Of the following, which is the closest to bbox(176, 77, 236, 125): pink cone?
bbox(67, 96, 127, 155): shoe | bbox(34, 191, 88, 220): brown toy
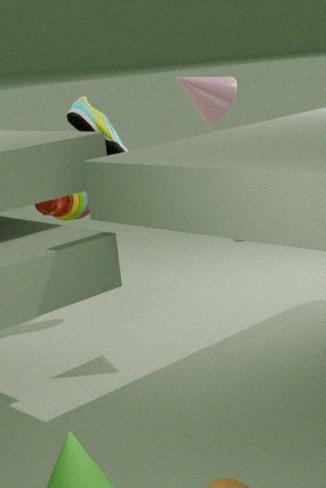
bbox(67, 96, 127, 155): shoe
